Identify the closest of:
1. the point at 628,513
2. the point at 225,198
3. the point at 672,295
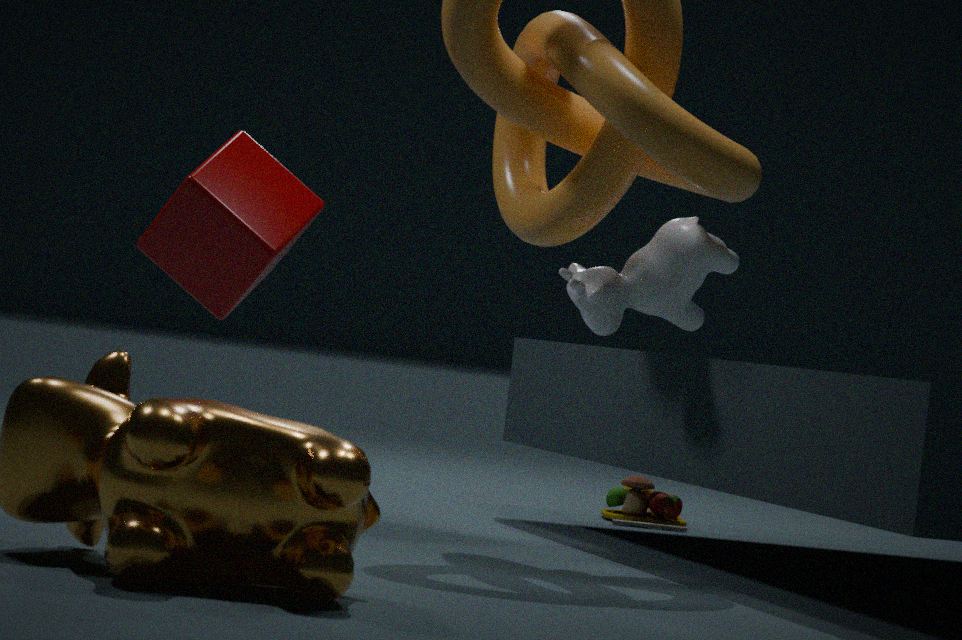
the point at 672,295
